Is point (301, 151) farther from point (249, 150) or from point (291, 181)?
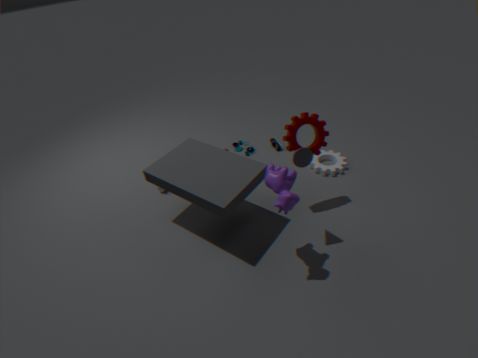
point (249, 150)
